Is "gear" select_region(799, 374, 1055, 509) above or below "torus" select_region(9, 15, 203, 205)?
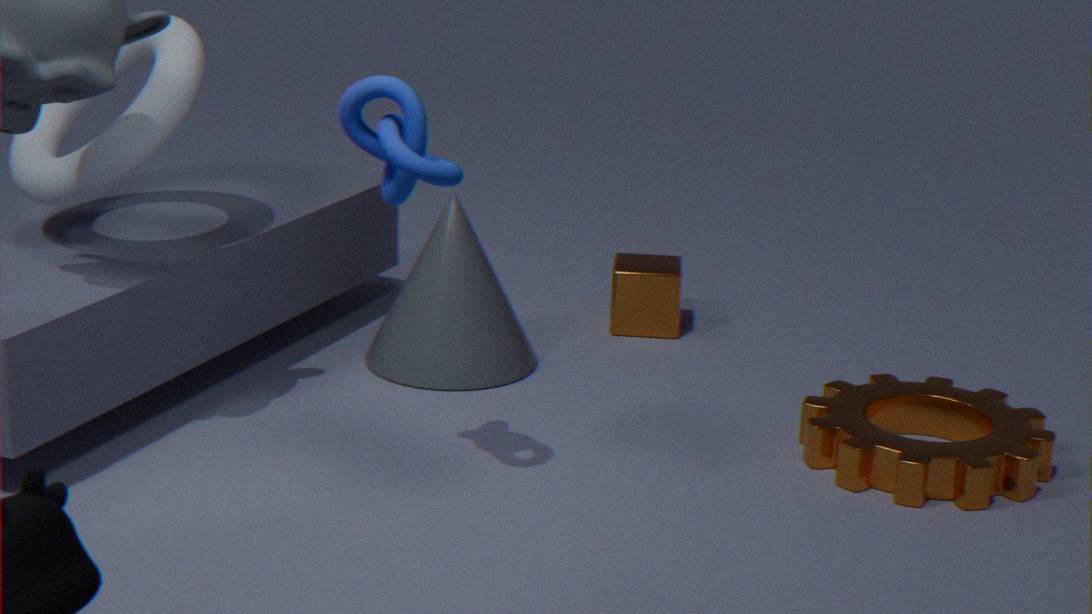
below
